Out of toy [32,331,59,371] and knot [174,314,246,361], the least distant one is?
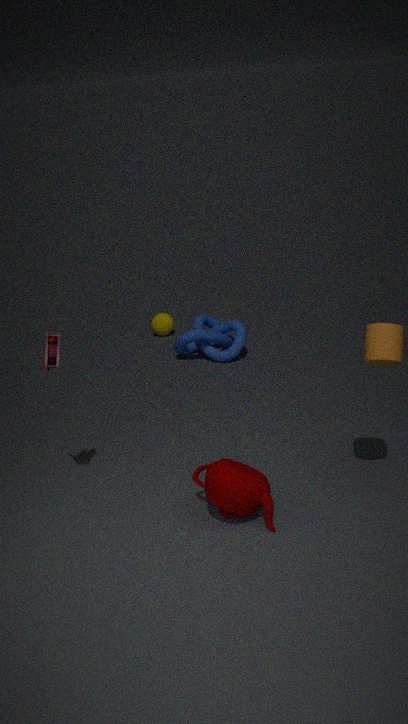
toy [32,331,59,371]
